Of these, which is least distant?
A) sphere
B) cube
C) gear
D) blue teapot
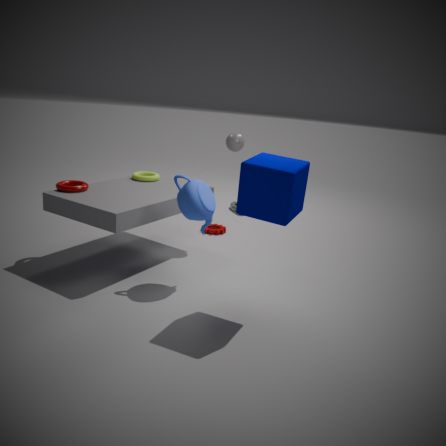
cube
